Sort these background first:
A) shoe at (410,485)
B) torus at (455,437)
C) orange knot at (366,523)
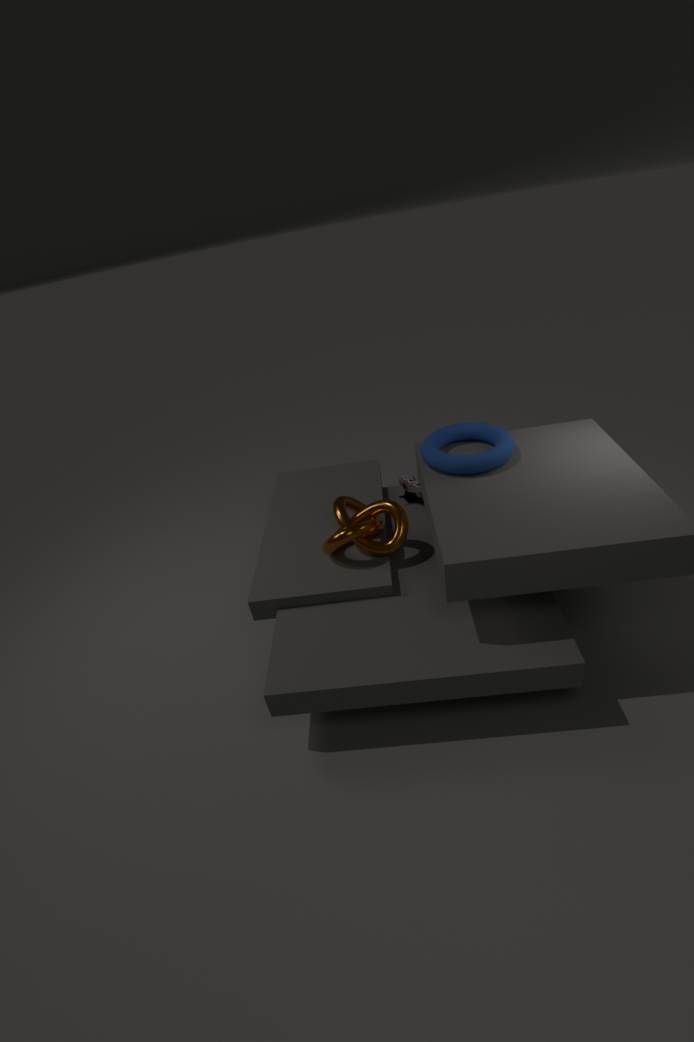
shoe at (410,485) → orange knot at (366,523) → torus at (455,437)
